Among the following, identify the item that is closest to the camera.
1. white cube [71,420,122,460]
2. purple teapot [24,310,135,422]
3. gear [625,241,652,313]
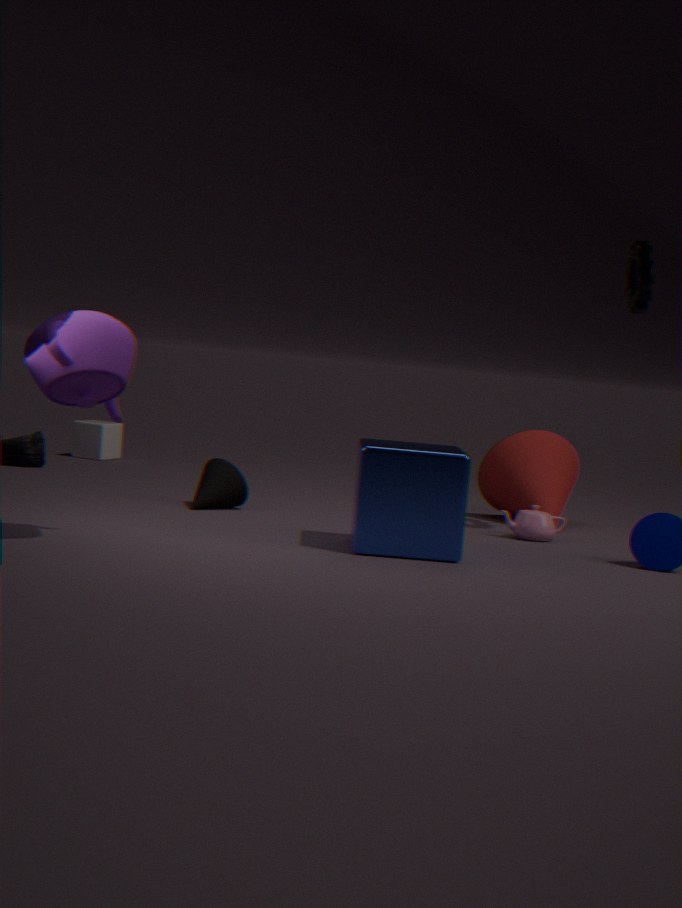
purple teapot [24,310,135,422]
